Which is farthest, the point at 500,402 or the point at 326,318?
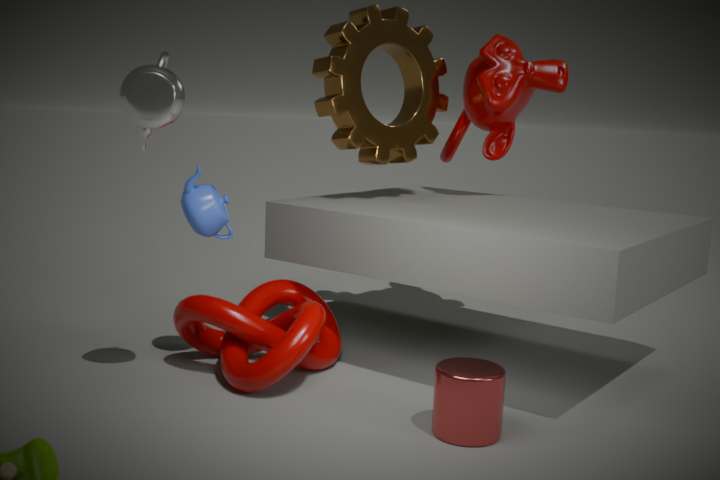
the point at 326,318
